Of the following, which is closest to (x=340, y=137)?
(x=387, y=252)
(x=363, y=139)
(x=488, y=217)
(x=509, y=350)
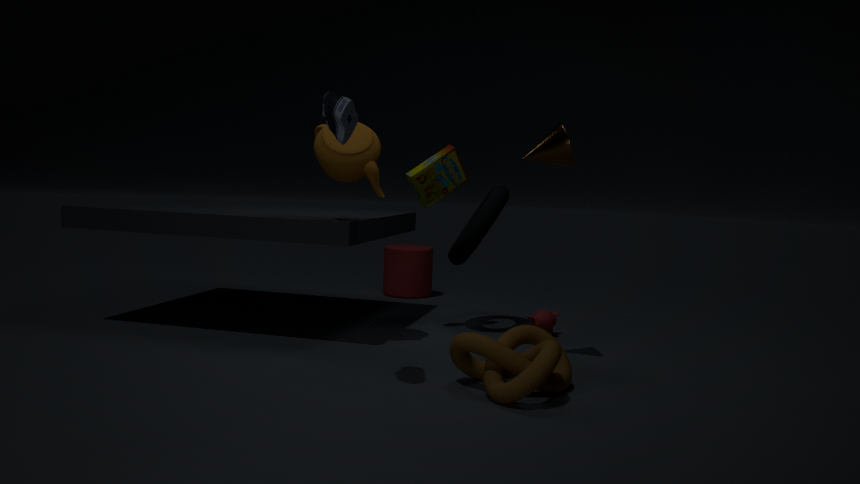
(x=363, y=139)
